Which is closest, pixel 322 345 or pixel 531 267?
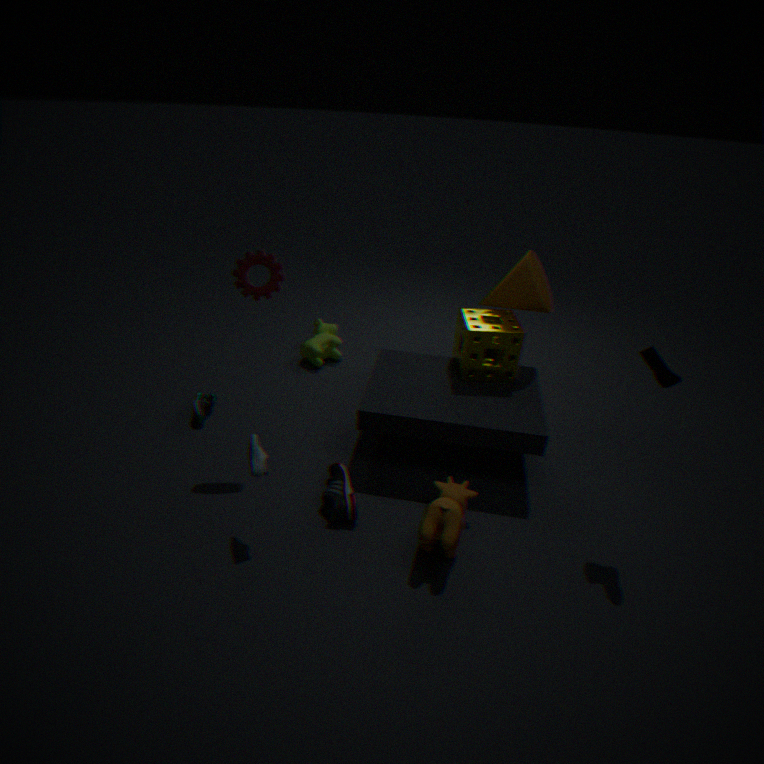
pixel 531 267
